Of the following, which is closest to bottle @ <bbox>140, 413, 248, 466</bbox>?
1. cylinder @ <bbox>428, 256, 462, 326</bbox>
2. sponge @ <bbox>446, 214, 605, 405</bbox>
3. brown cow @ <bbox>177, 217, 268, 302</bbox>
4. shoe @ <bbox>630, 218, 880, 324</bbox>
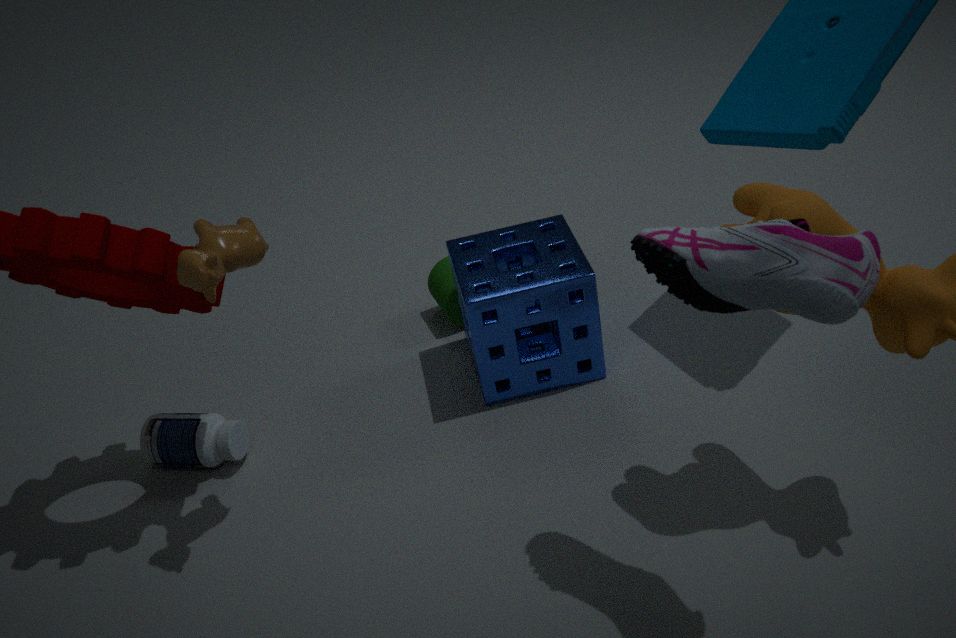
brown cow @ <bbox>177, 217, 268, 302</bbox>
